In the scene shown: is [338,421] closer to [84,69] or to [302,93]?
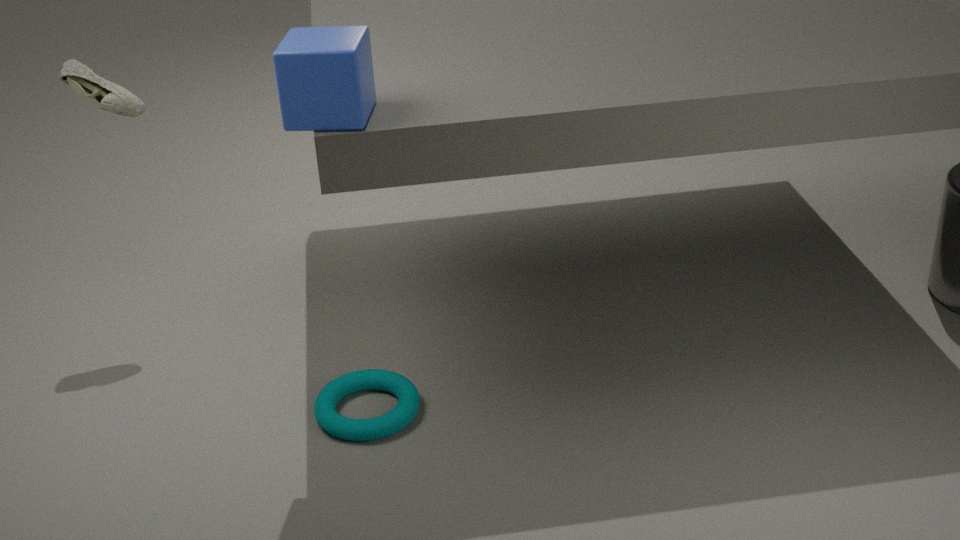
[302,93]
